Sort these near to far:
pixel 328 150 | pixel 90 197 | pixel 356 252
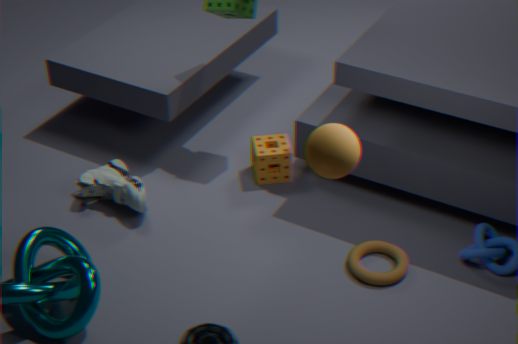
1. pixel 328 150
2. pixel 356 252
3. pixel 90 197
